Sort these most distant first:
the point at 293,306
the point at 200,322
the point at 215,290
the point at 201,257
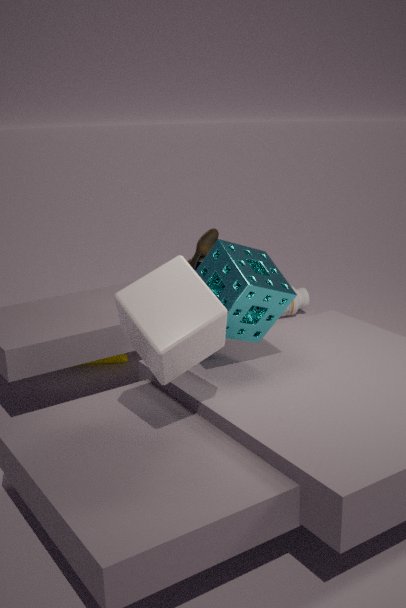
the point at 293,306 → the point at 201,257 → the point at 215,290 → the point at 200,322
